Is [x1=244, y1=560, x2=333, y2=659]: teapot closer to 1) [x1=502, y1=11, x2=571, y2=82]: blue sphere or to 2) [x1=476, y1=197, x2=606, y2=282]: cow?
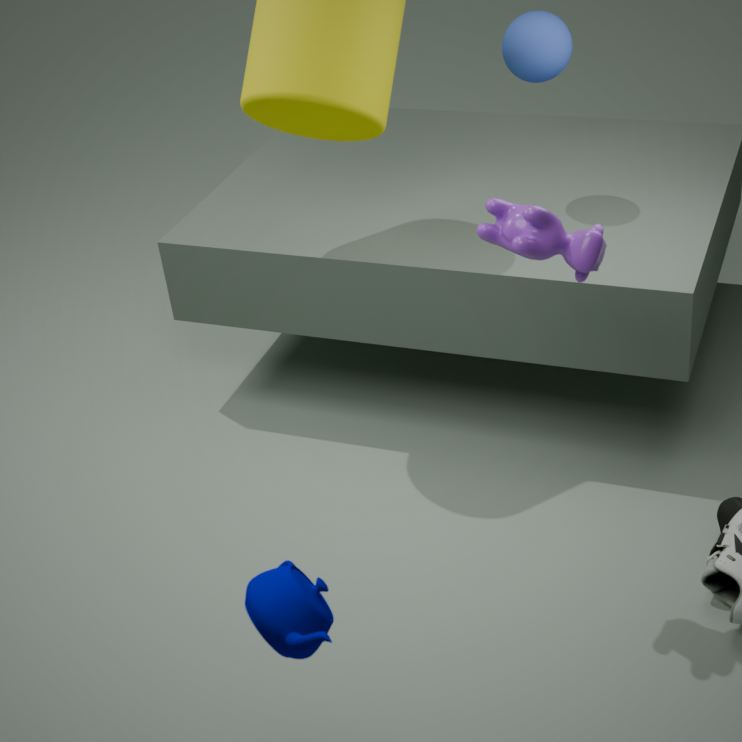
2) [x1=476, y1=197, x2=606, y2=282]: cow
